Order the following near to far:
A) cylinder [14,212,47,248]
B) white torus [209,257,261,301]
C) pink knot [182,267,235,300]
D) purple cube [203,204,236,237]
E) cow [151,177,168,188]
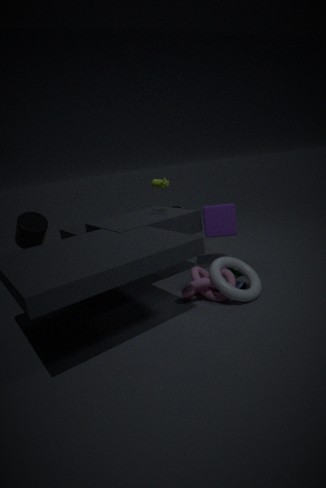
white torus [209,257,261,301]
pink knot [182,267,235,300]
purple cube [203,204,236,237]
cow [151,177,168,188]
cylinder [14,212,47,248]
